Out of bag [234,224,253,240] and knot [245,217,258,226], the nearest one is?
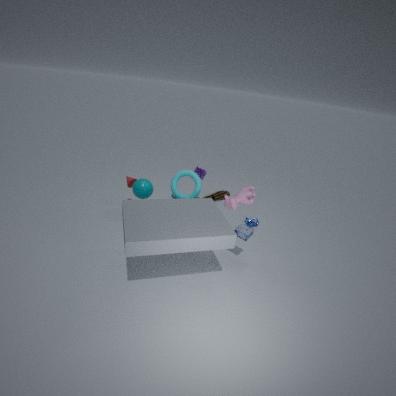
bag [234,224,253,240]
